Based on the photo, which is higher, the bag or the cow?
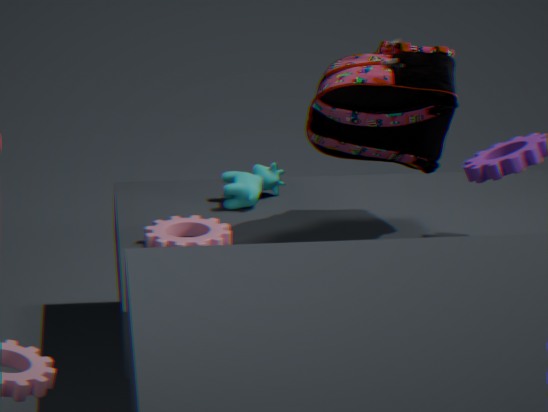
the bag
